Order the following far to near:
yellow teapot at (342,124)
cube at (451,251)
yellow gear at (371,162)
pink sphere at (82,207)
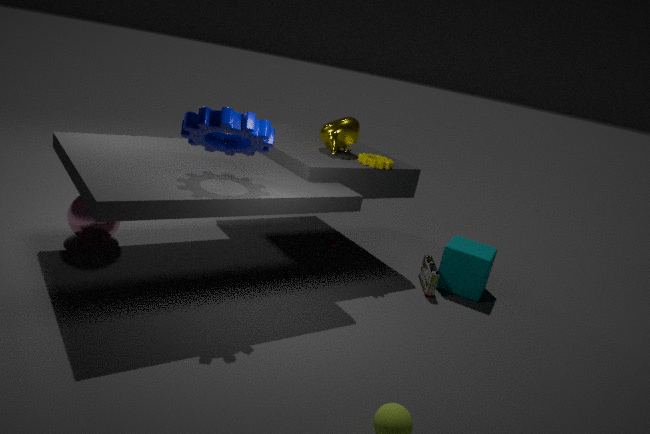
yellow teapot at (342,124) → cube at (451,251) → yellow gear at (371,162) → pink sphere at (82,207)
